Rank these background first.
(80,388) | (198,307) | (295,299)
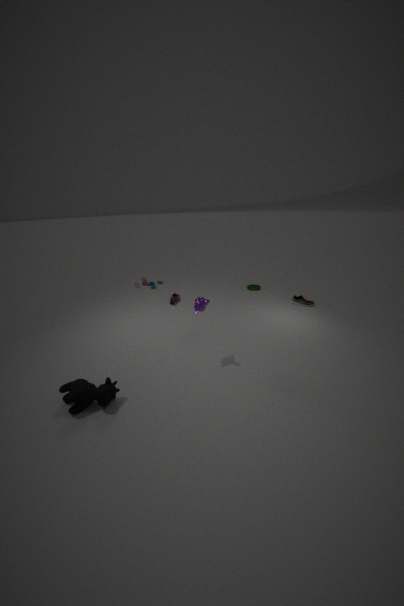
(295,299) → (198,307) → (80,388)
